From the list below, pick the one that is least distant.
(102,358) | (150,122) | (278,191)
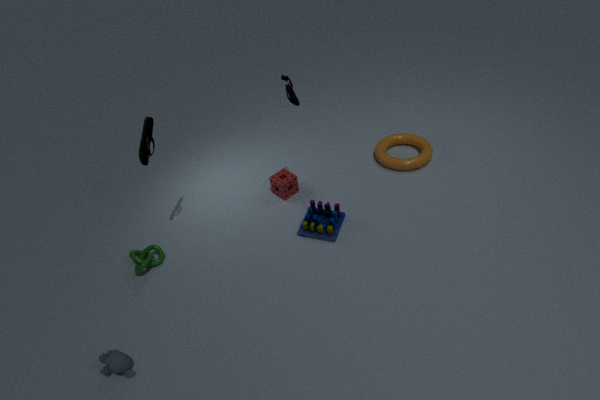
(102,358)
